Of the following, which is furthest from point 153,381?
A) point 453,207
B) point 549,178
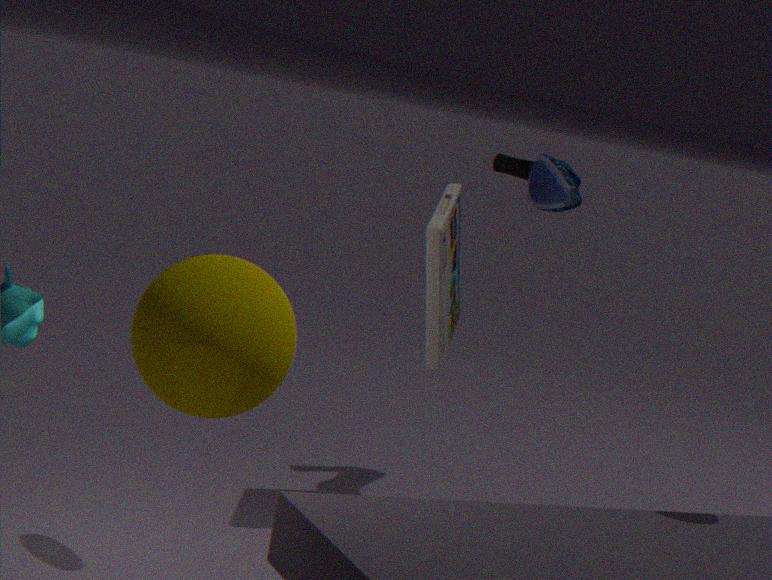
point 549,178
